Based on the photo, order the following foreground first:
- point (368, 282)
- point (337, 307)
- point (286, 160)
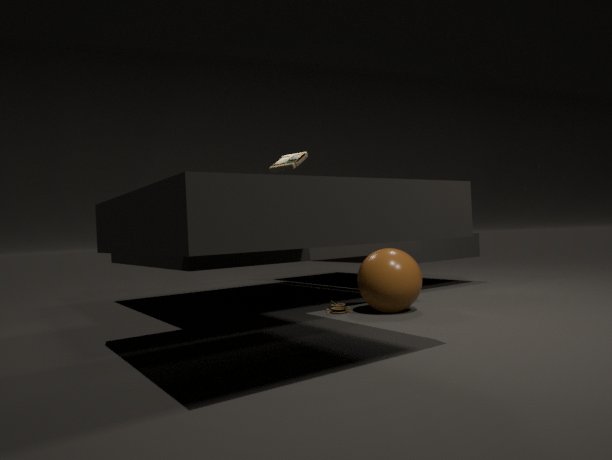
point (368, 282), point (337, 307), point (286, 160)
